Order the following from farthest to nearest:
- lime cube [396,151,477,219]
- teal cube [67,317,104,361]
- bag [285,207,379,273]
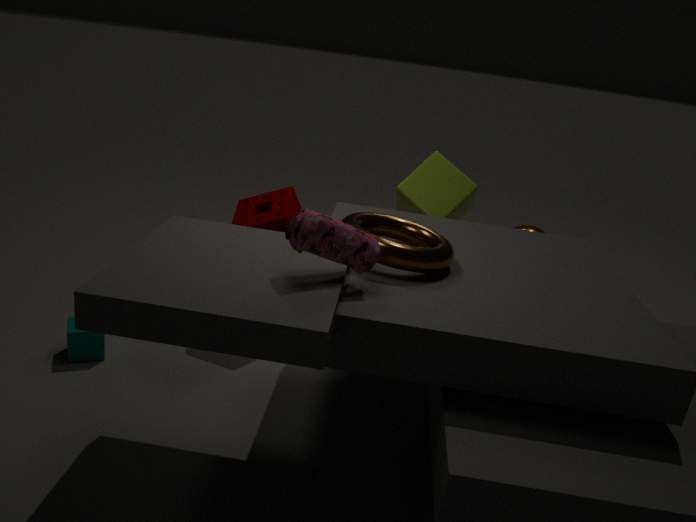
lime cube [396,151,477,219]
teal cube [67,317,104,361]
bag [285,207,379,273]
